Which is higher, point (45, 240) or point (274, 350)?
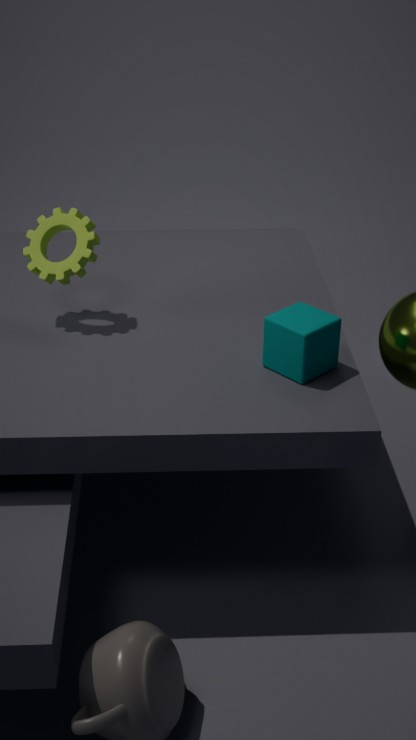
point (45, 240)
